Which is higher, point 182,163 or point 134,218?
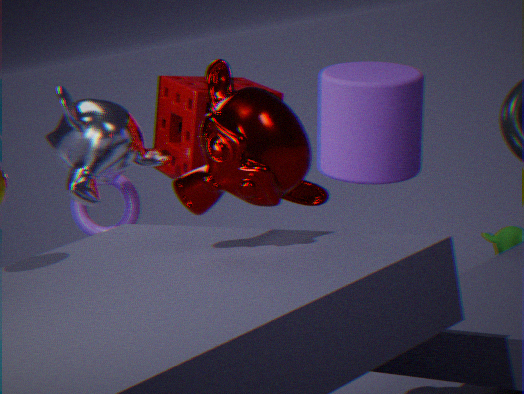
point 182,163
